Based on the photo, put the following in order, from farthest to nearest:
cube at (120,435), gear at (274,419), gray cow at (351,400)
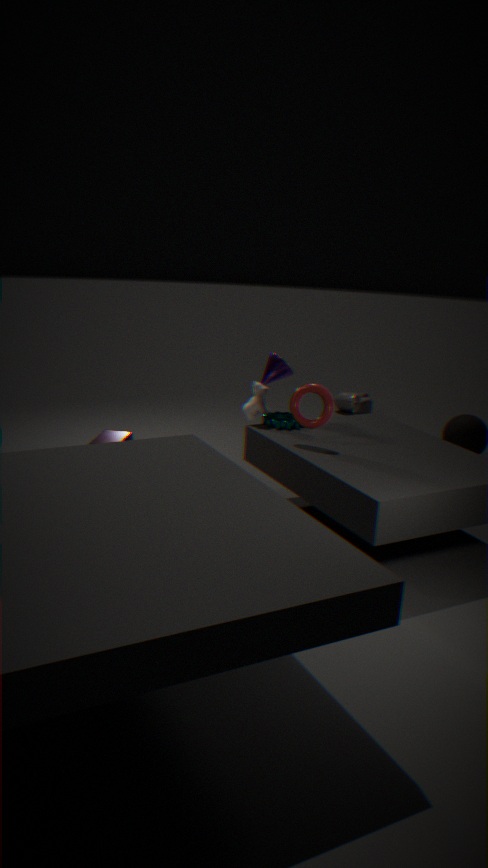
1. gray cow at (351,400)
2. gear at (274,419)
3. cube at (120,435)
